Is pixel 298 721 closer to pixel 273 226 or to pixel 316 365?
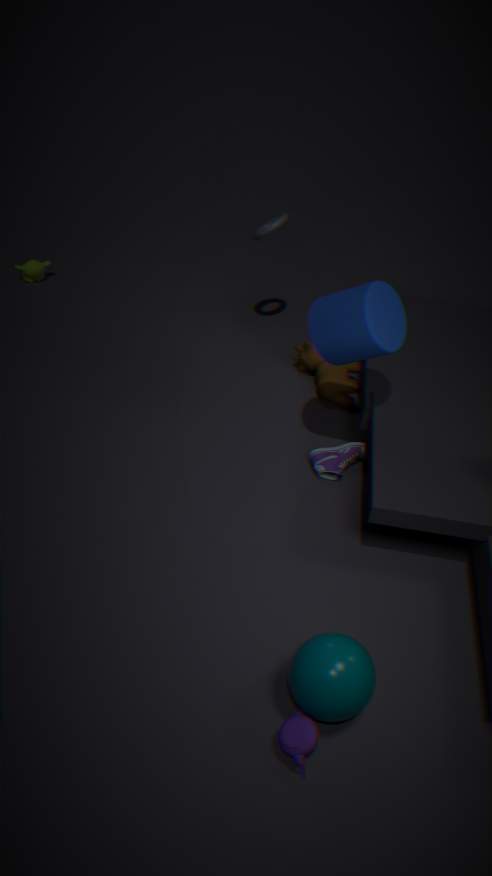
pixel 316 365
